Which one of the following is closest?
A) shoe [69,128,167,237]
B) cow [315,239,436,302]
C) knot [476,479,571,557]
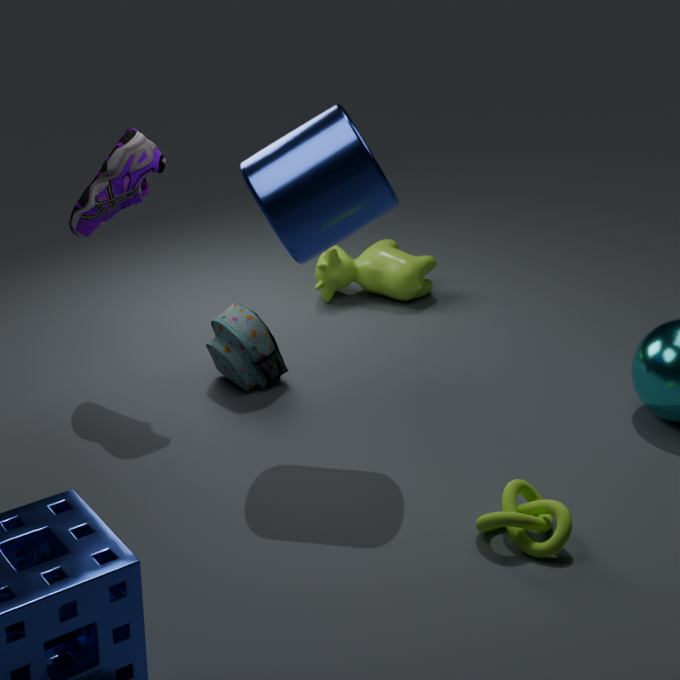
knot [476,479,571,557]
